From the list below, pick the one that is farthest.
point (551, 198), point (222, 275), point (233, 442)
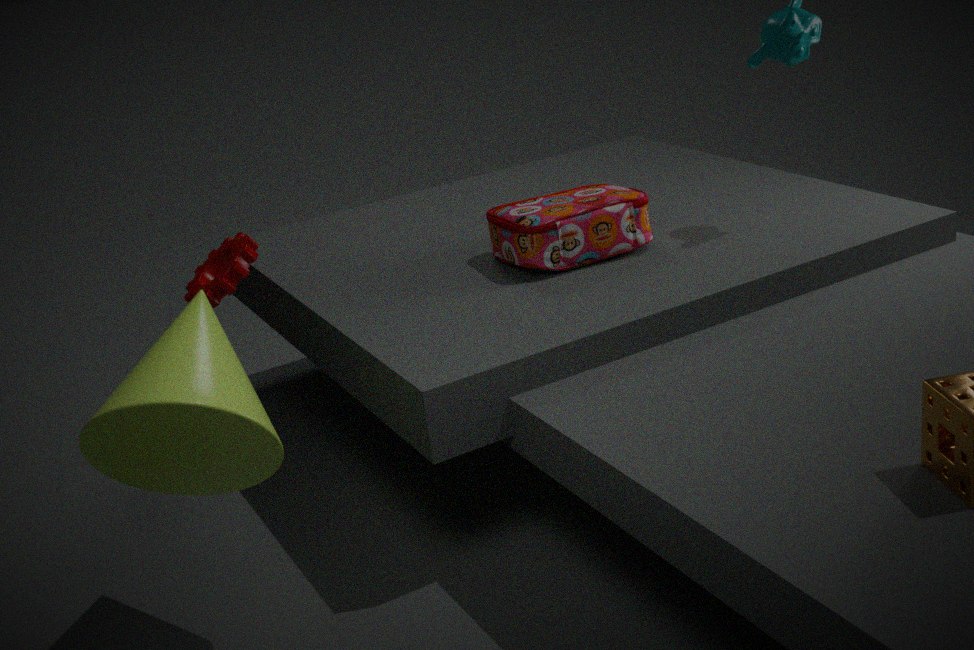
point (222, 275)
